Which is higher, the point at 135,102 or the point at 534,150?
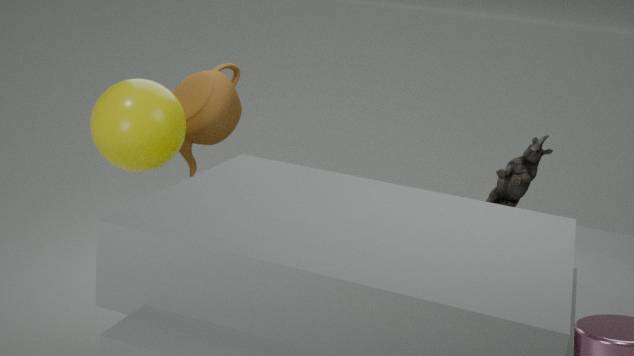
the point at 135,102
